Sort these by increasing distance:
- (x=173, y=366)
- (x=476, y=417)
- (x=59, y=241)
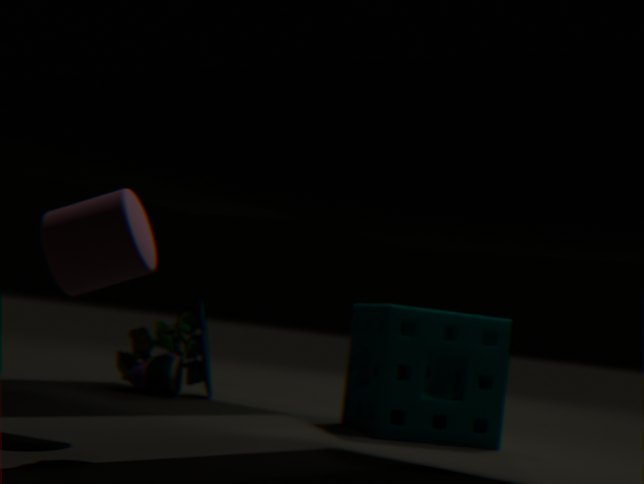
1. (x=59, y=241)
2. (x=476, y=417)
3. (x=173, y=366)
